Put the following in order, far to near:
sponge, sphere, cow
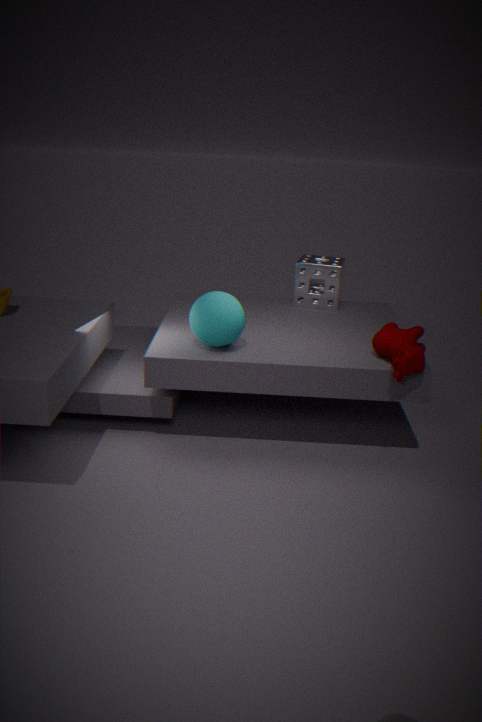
sponge → sphere → cow
